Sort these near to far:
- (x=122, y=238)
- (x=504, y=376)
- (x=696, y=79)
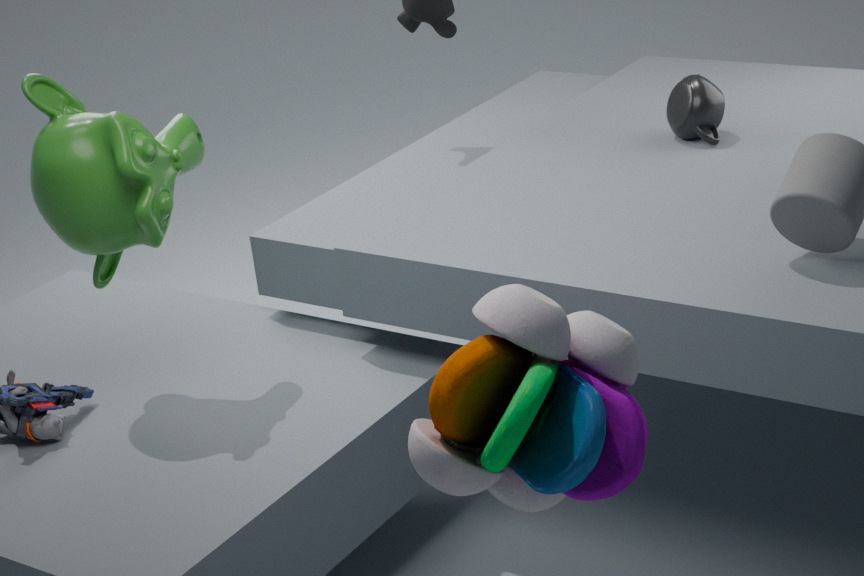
(x=504, y=376), (x=122, y=238), (x=696, y=79)
